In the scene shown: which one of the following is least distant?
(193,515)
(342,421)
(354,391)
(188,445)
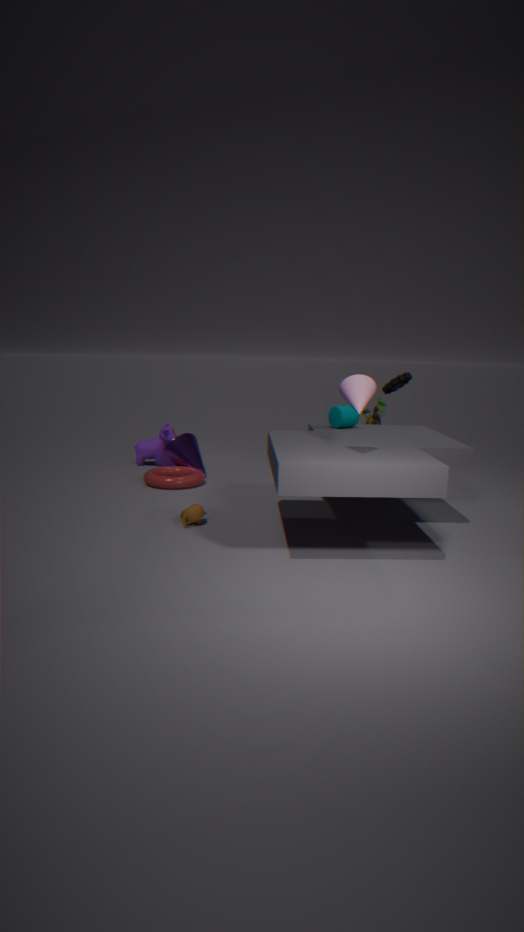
(354,391)
